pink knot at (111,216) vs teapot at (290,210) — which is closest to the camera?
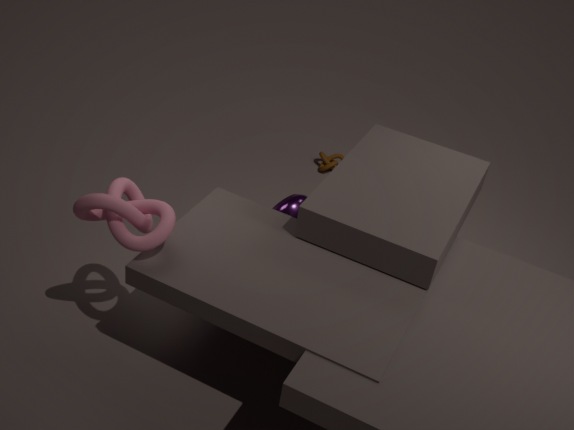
pink knot at (111,216)
